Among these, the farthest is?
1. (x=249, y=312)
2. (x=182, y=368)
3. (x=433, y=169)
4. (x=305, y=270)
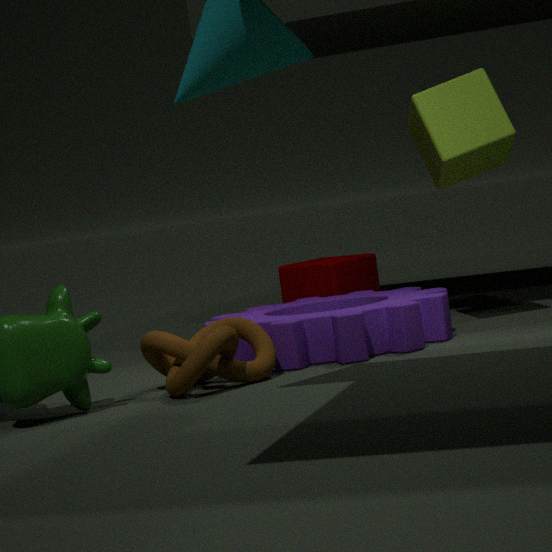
(x=305, y=270)
